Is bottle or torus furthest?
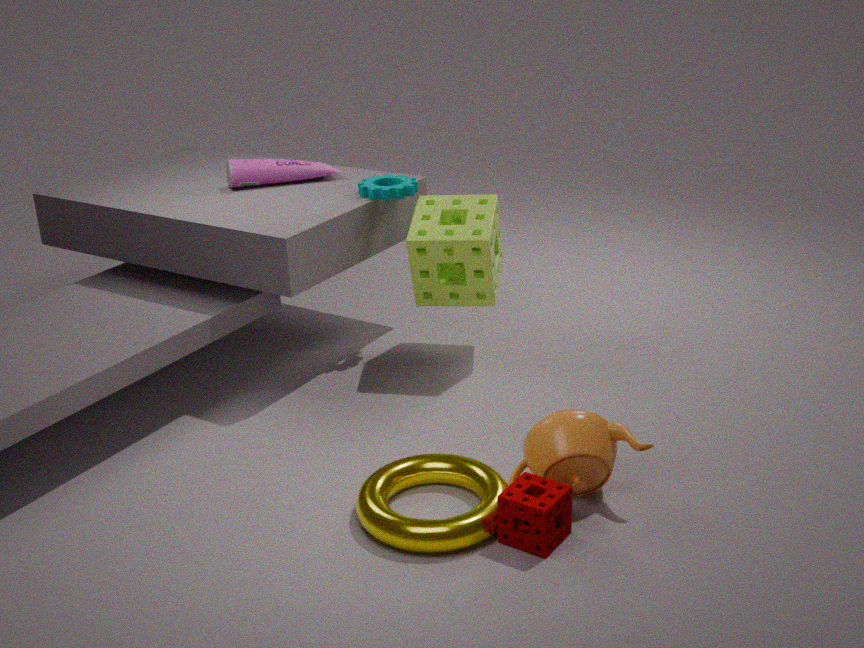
bottle
